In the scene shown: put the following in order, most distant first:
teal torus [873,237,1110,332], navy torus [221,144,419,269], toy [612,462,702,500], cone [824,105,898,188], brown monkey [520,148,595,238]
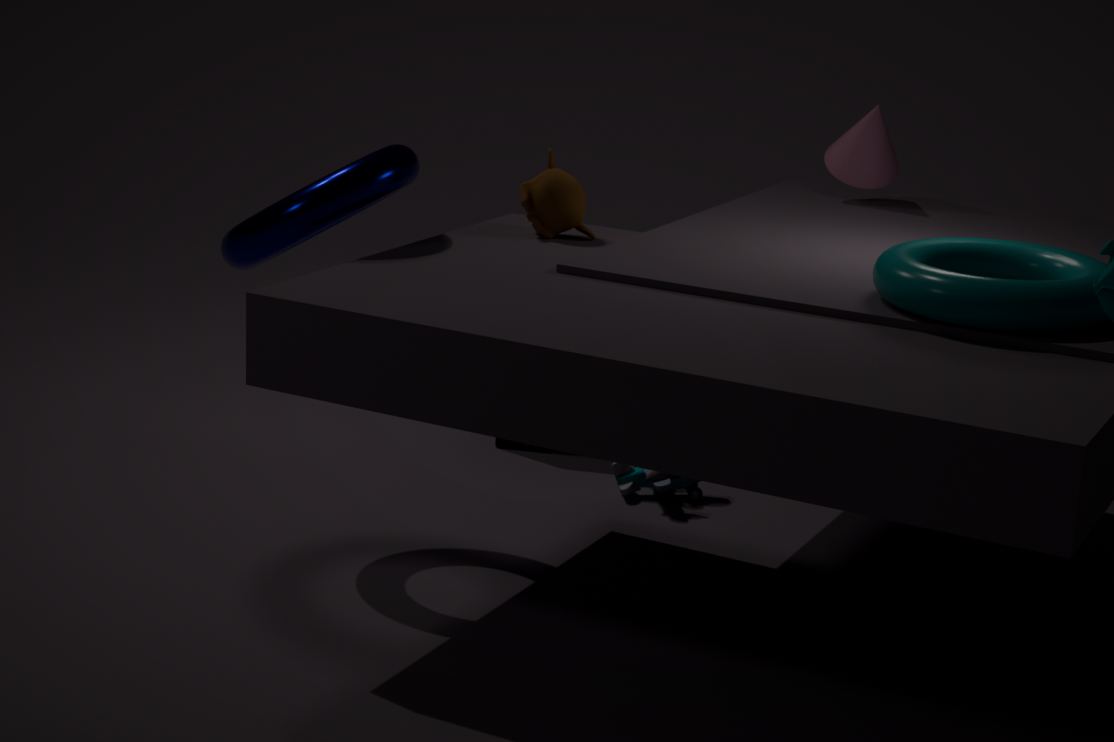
cone [824,105,898,188] → toy [612,462,702,500] → brown monkey [520,148,595,238] → navy torus [221,144,419,269] → teal torus [873,237,1110,332]
